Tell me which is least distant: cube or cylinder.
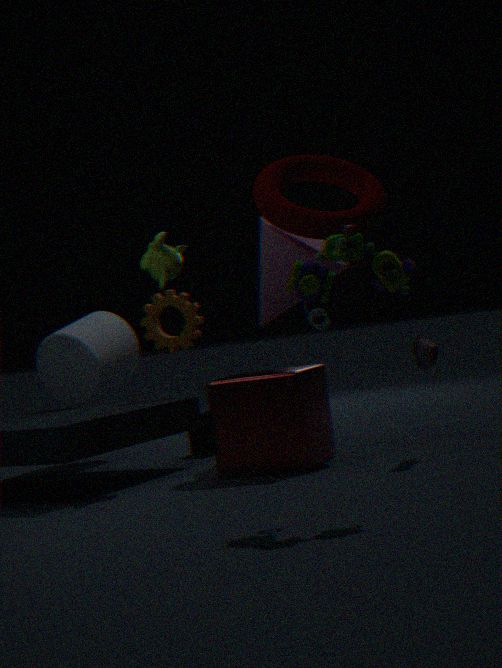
cube
